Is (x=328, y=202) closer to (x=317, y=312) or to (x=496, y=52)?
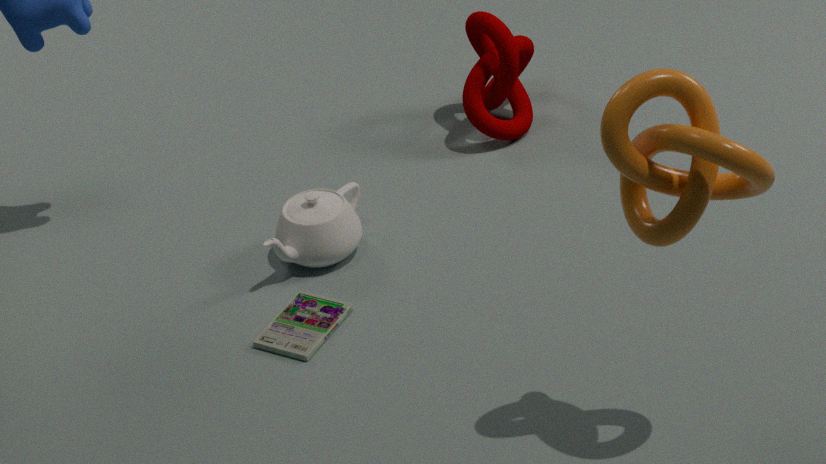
(x=317, y=312)
